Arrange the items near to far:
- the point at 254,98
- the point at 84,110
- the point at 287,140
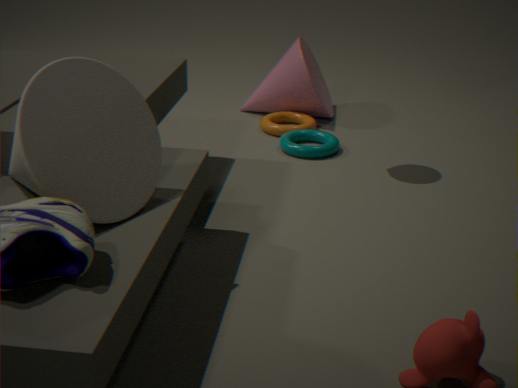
1. the point at 84,110
2. the point at 287,140
3. the point at 254,98
